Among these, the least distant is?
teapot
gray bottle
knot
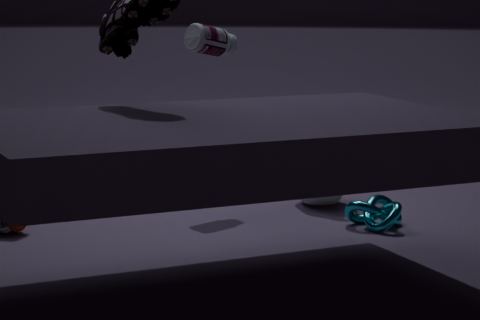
knot
